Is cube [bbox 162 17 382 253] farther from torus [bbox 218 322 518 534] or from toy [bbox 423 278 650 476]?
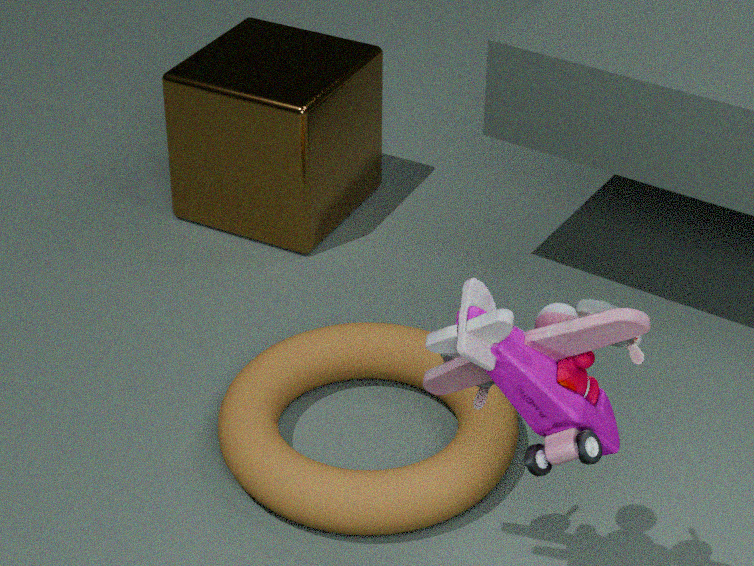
toy [bbox 423 278 650 476]
